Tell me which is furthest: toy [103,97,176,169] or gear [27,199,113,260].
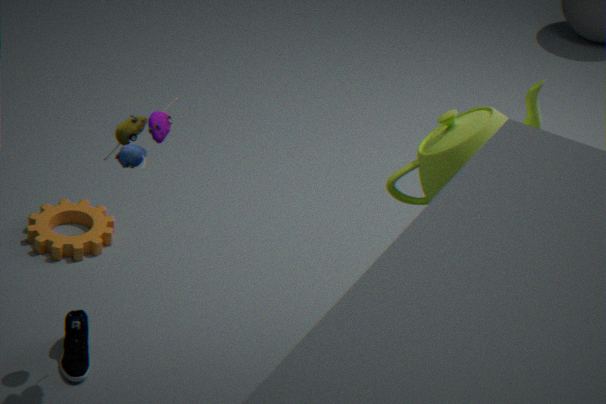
gear [27,199,113,260]
